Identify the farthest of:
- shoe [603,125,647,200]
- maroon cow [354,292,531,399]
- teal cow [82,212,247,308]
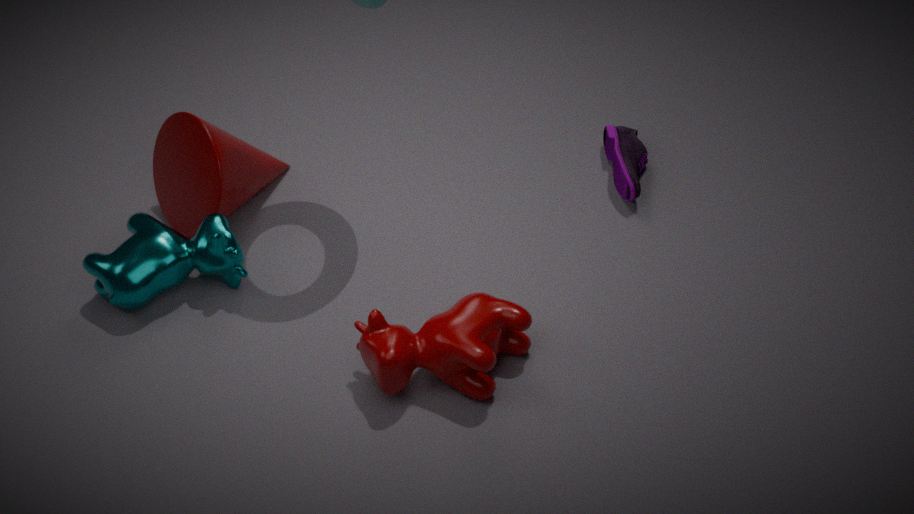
shoe [603,125,647,200]
